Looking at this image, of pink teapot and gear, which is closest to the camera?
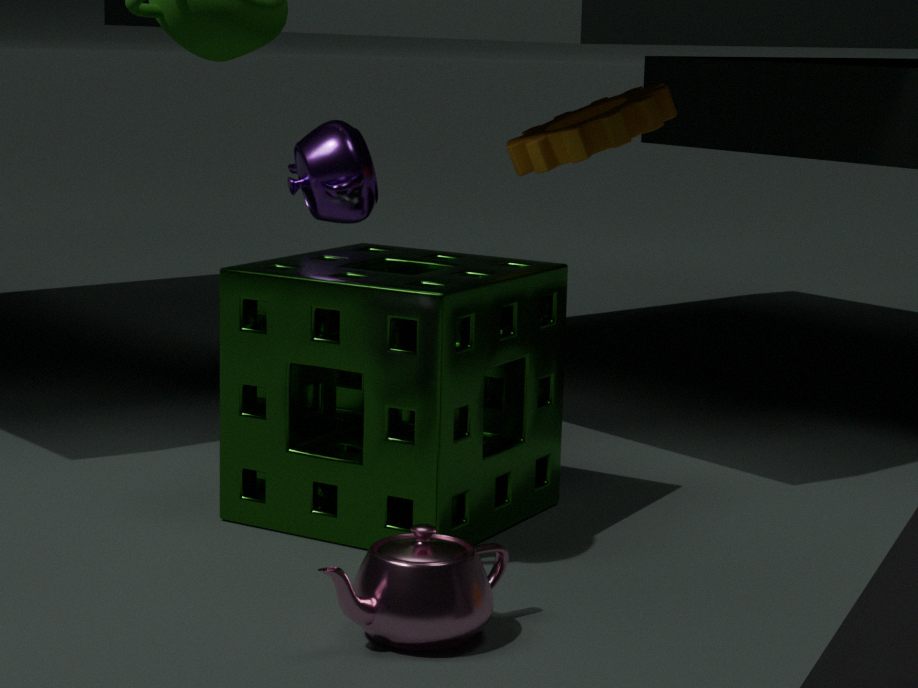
pink teapot
